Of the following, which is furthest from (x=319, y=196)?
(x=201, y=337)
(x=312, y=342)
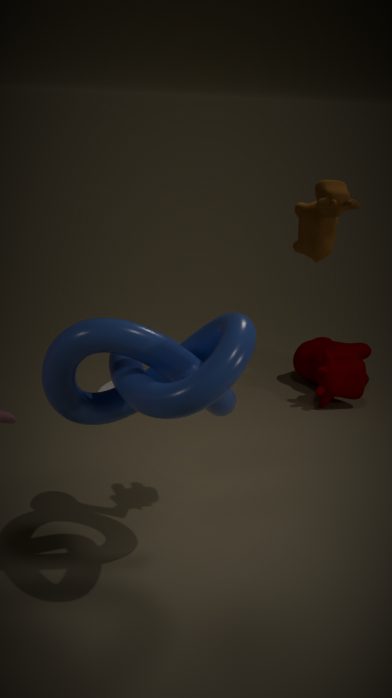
(x=312, y=342)
